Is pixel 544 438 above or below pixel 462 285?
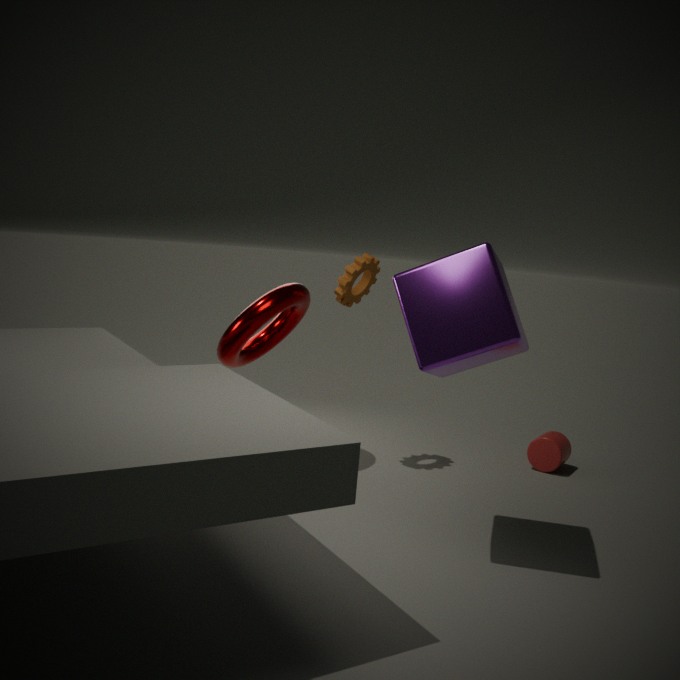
below
